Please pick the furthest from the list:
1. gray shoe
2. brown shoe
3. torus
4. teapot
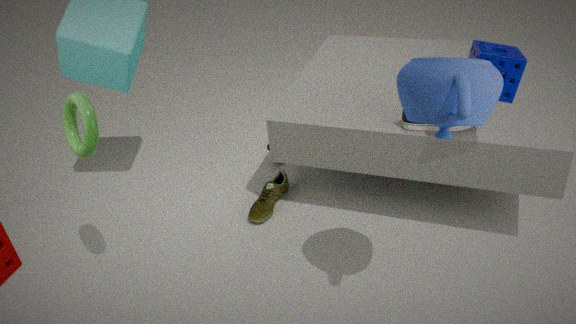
brown shoe
